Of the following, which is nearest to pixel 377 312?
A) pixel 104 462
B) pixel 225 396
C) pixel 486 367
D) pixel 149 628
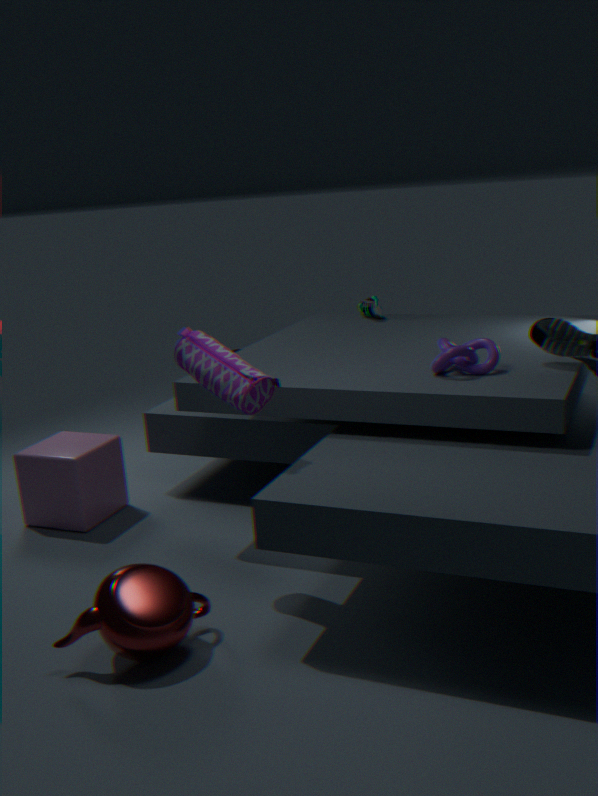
pixel 486 367
